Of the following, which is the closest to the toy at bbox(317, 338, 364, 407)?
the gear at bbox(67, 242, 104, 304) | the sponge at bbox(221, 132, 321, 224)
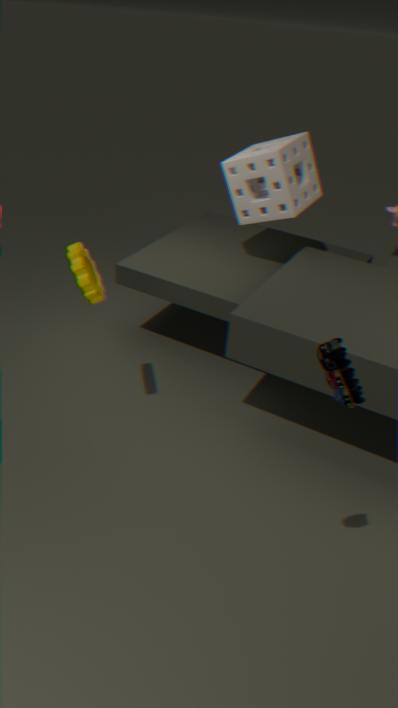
the gear at bbox(67, 242, 104, 304)
